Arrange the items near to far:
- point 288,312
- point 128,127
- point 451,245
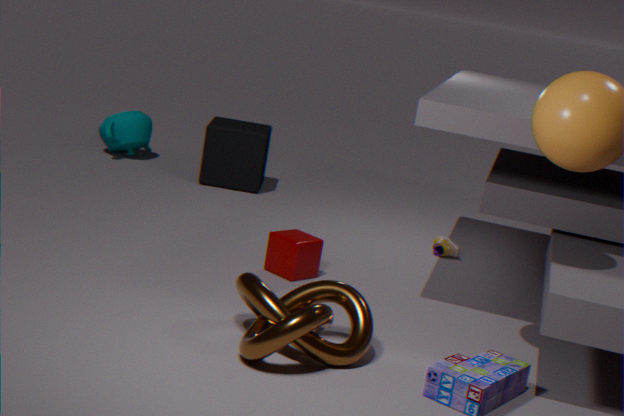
point 288,312
point 451,245
point 128,127
